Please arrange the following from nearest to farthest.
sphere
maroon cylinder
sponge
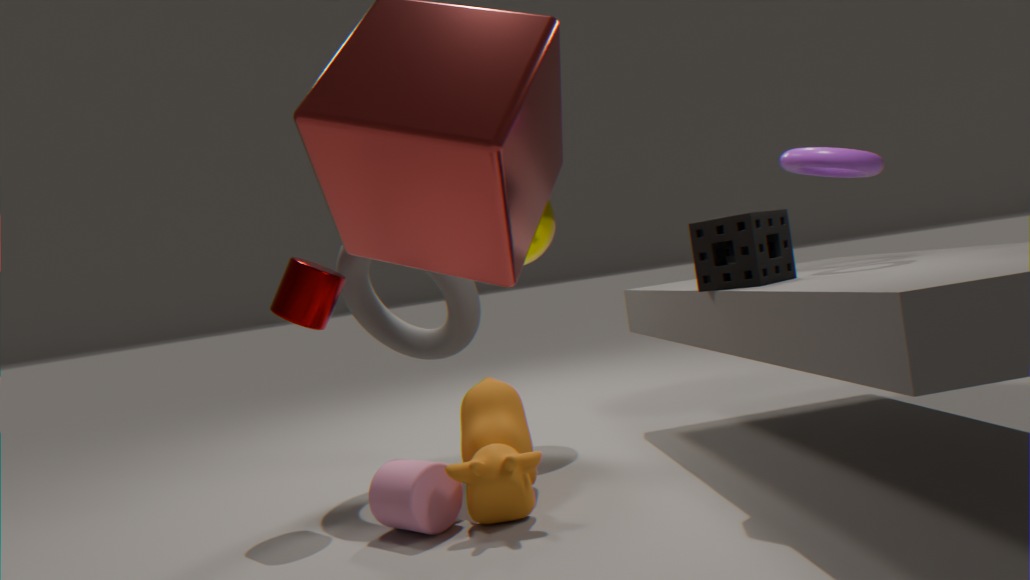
sponge → maroon cylinder → sphere
